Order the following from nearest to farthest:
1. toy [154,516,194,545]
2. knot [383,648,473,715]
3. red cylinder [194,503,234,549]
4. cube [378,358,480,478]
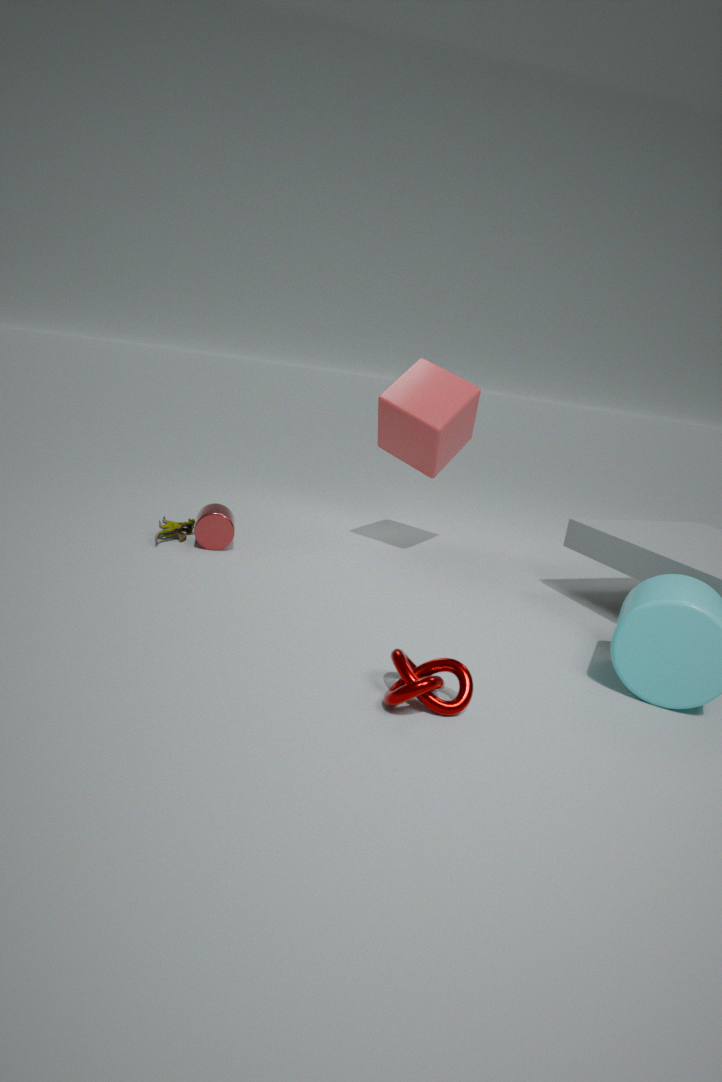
knot [383,648,473,715], red cylinder [194,503,234,549], toy [154,516,194,545], cube [378,358,480,478]
